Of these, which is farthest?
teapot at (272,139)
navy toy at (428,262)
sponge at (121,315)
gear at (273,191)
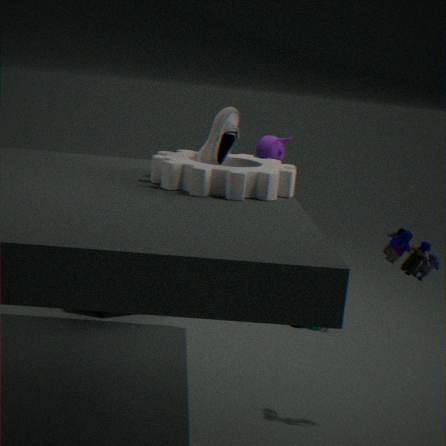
teapot at (272,139)
